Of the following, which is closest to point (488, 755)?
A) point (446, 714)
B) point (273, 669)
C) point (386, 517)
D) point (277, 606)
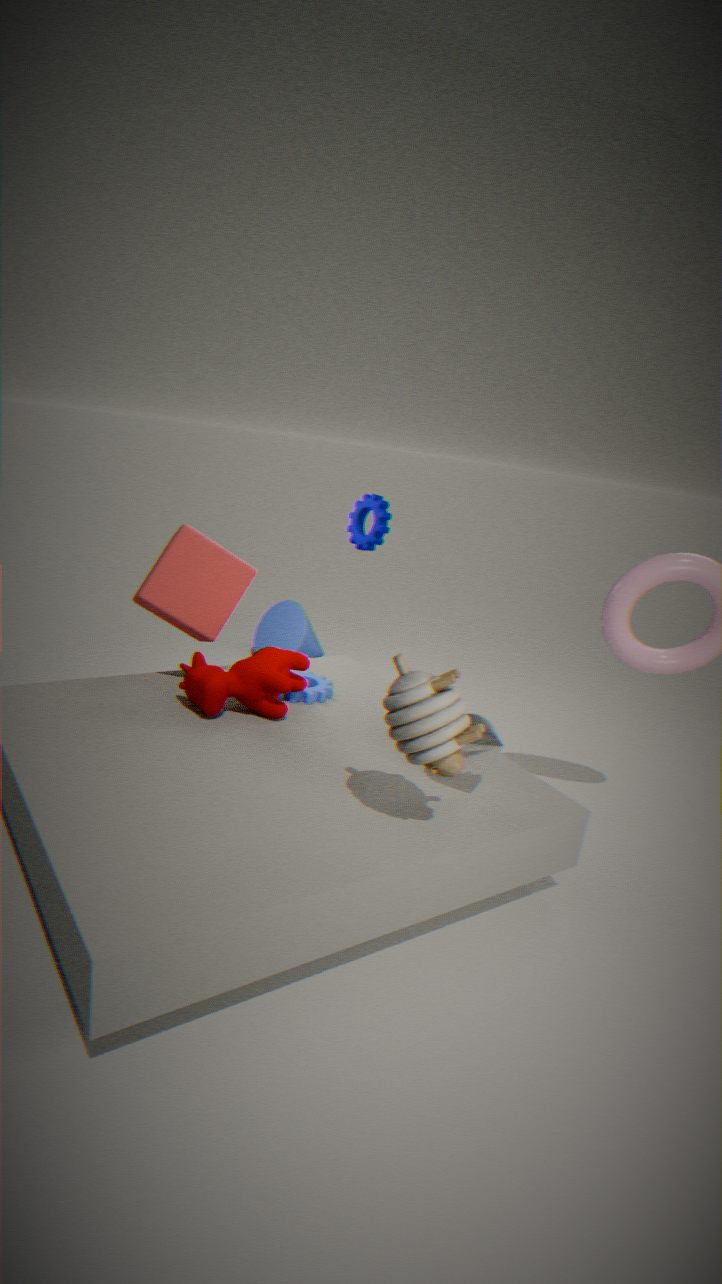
point (446, 714)
